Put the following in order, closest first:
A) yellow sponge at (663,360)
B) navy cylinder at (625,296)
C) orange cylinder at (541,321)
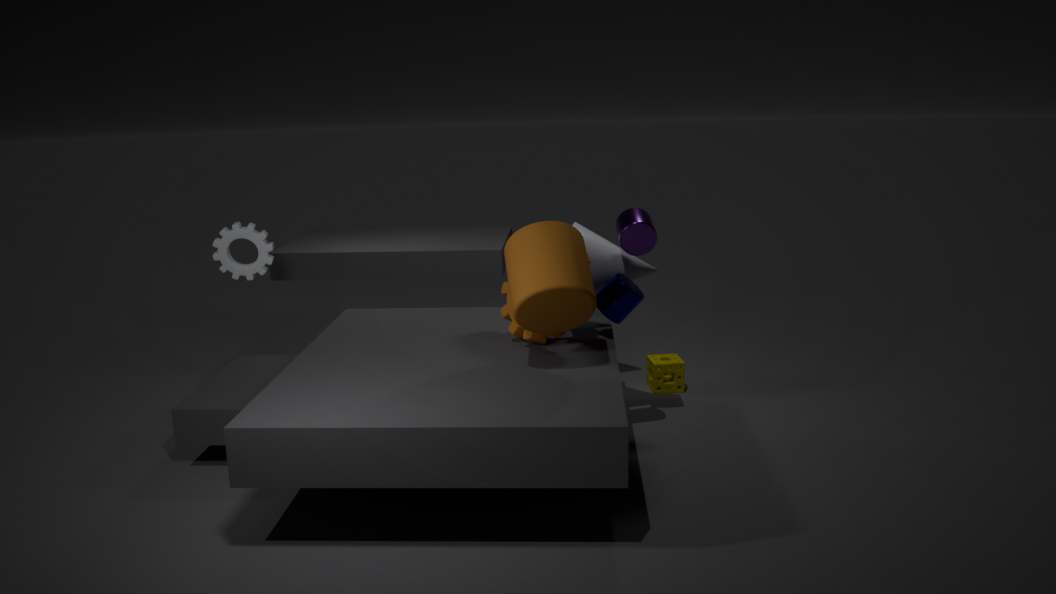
orange cylinder at (541,321) → navy cylinder at (625,296) → yellow sponge at (663,360)
